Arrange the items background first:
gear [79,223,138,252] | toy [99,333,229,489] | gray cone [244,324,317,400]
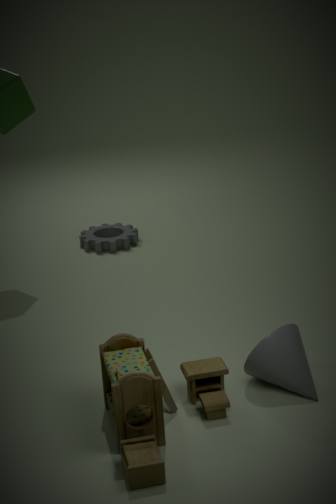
1. gear [79,223,138,252]
2. gray cone [244,324,317,400]
3. toy [99,333,229,489]
